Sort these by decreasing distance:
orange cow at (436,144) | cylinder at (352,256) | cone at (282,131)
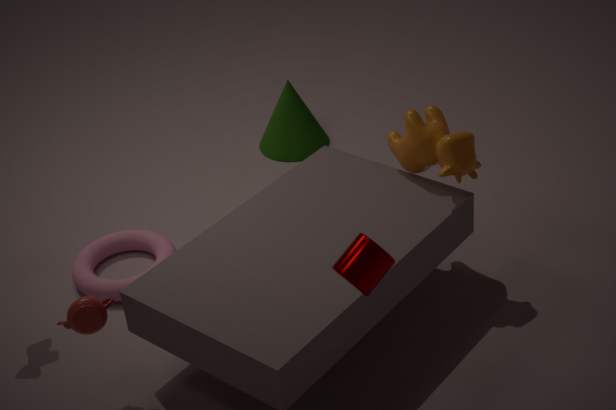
cone at (282,131), orange cow at (436,144), cylinder at (352,256)
